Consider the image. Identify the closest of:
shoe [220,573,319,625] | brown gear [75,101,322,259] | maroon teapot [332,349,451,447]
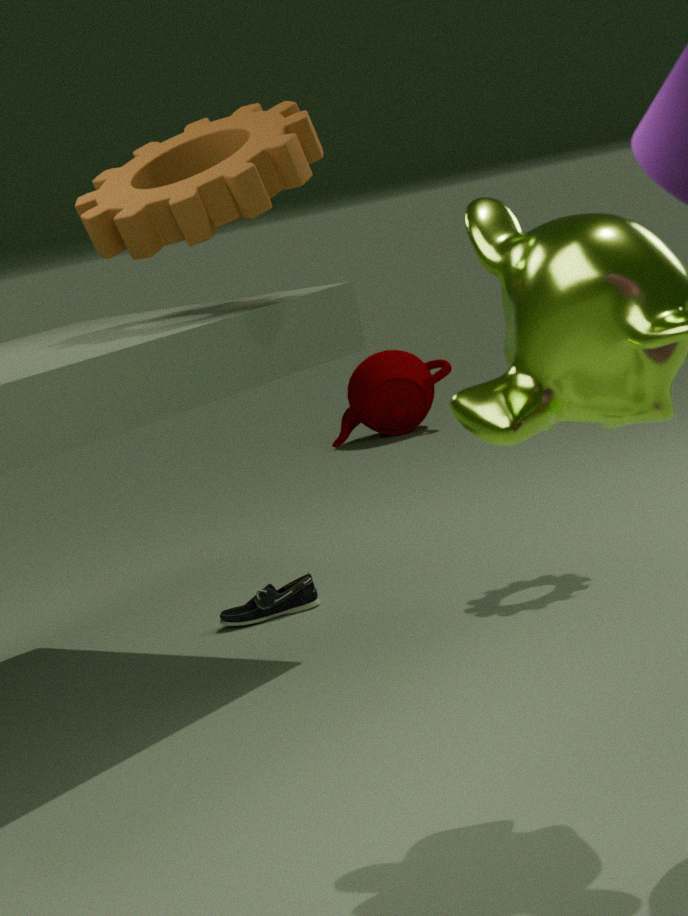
brown gear [75,101,322,259]
